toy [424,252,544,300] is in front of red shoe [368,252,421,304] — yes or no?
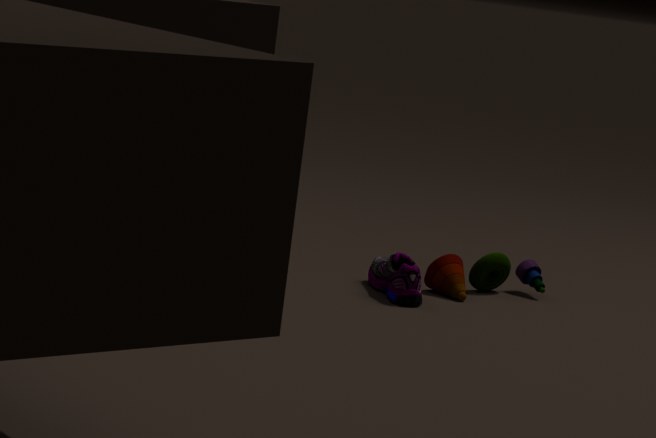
No
